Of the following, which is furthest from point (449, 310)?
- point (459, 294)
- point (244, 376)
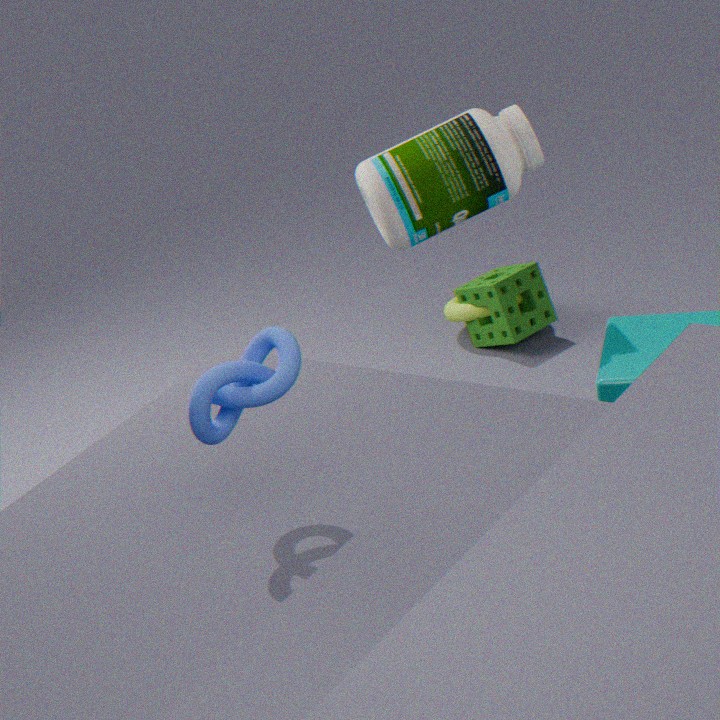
point (244, 376)
